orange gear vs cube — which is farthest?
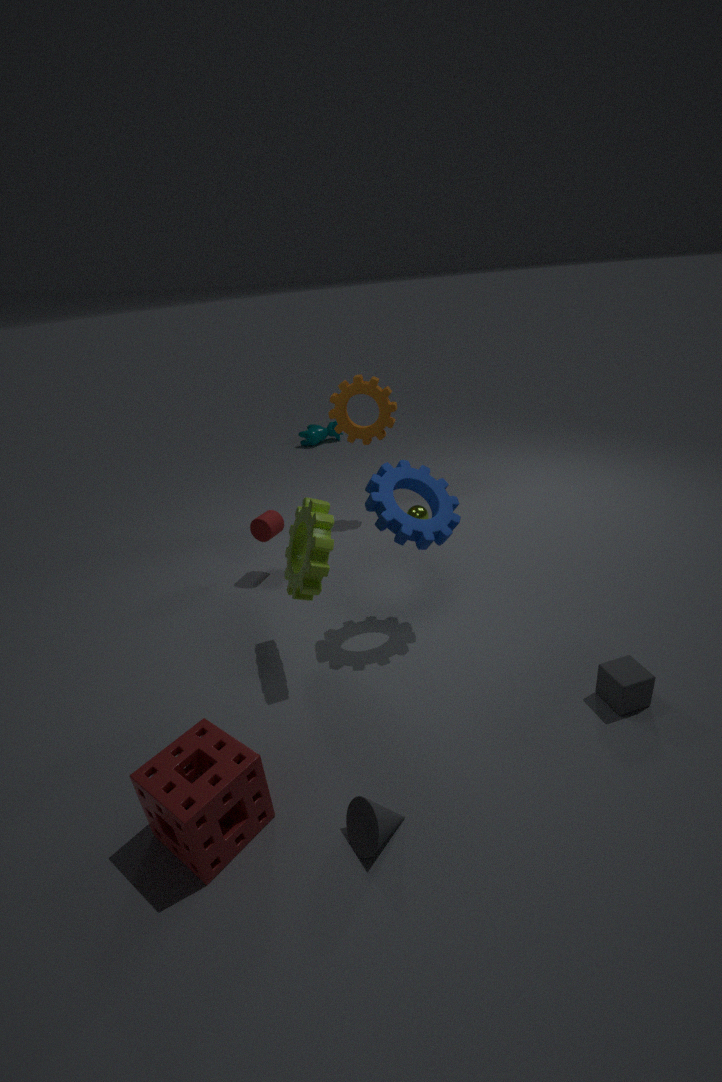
orange gear
